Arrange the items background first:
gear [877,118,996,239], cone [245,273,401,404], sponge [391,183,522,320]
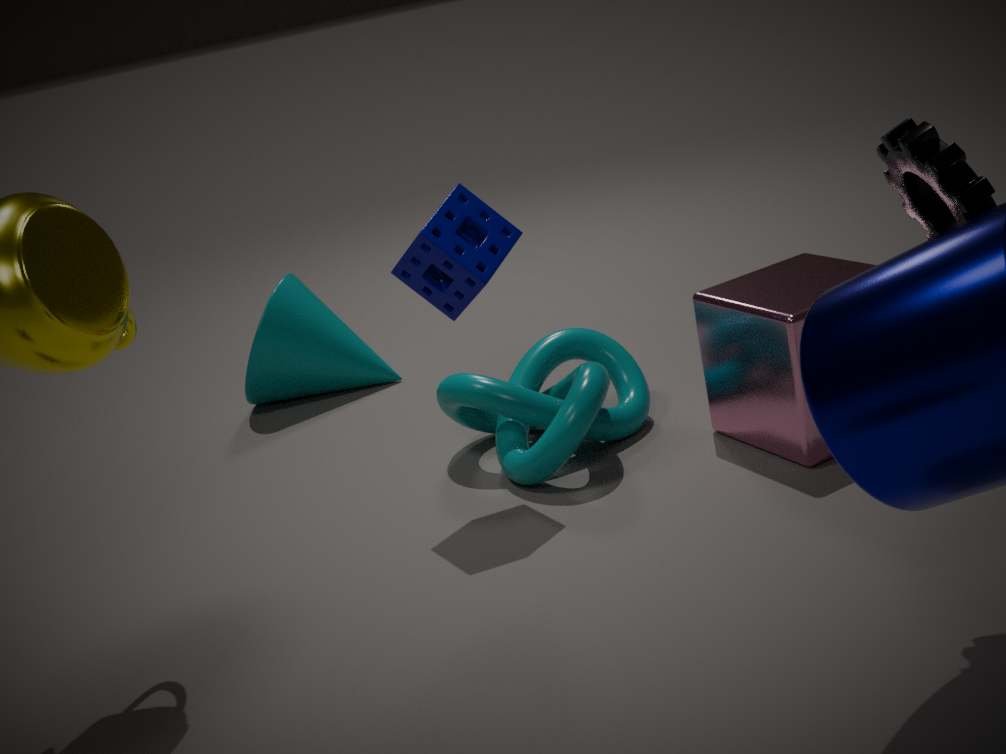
cone [245,273,401,404] → sponge [391,183,522,320] → gear [877,118,996,239]
